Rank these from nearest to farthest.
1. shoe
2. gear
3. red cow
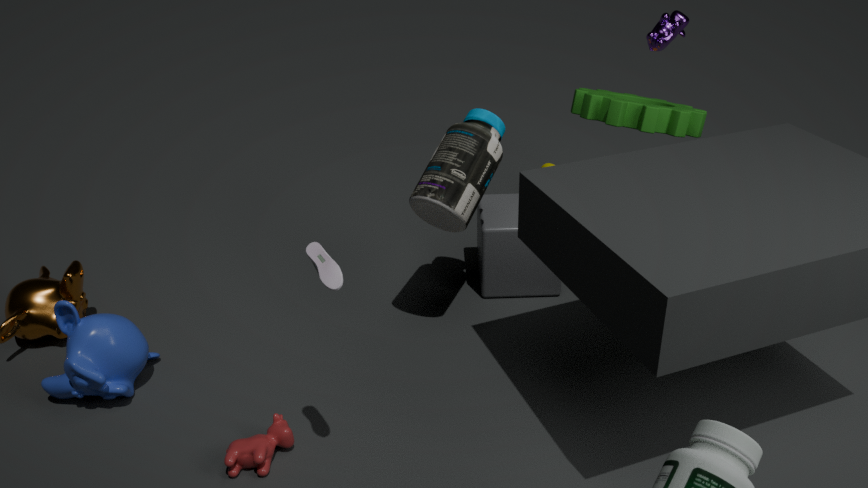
1. shoe
2. red cow
3. gear
